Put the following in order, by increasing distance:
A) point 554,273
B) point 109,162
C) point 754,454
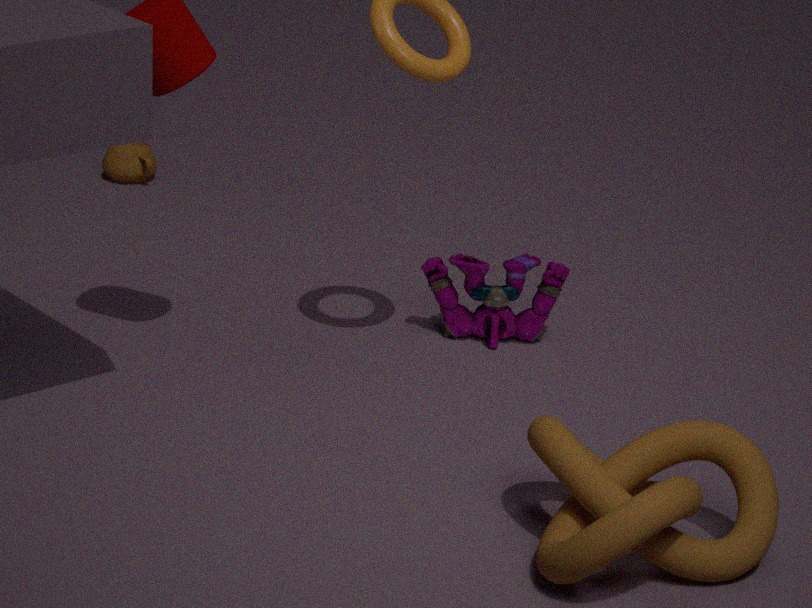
point 754,454 < point 554,273 < point 109,162
